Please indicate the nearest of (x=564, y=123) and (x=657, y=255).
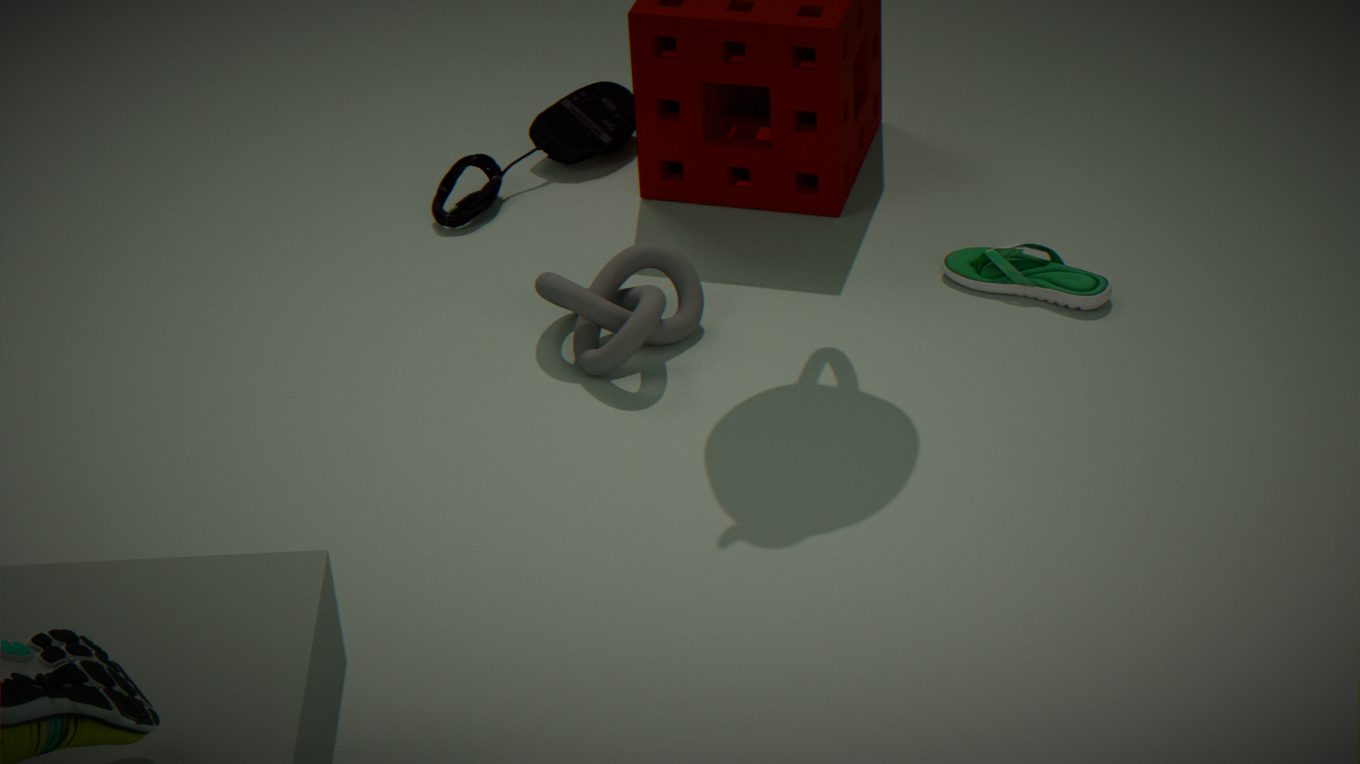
(x=657, y=255)
